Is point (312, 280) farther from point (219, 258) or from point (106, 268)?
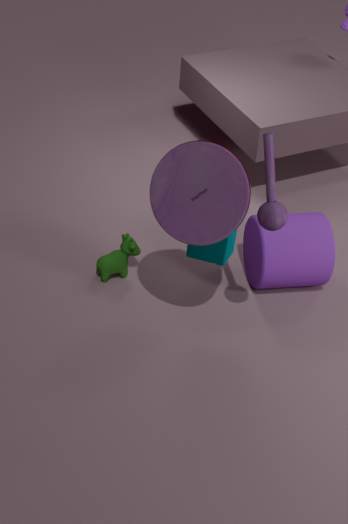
point (106, 268)
